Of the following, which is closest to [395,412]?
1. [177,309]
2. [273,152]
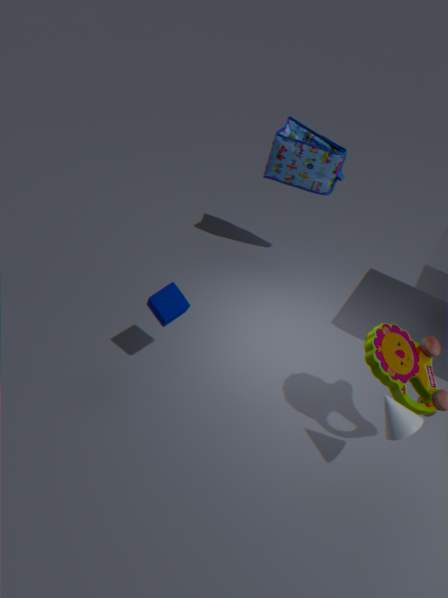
[177,309]
